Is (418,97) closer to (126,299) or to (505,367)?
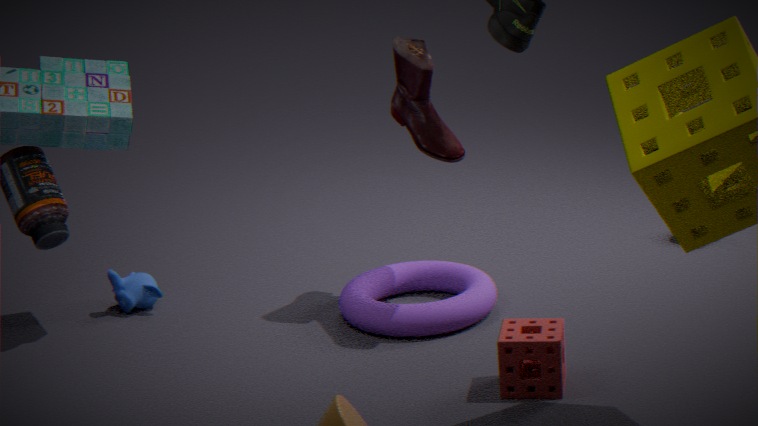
(505,367)
